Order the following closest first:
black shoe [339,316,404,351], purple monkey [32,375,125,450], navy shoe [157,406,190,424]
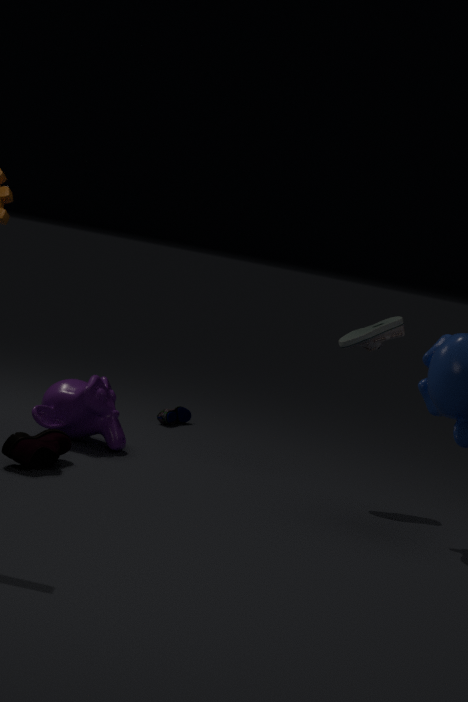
purple monkey [32,375,125,450] < black shoe [339,316,404,351] < navy shoe [157,406,190,424]
